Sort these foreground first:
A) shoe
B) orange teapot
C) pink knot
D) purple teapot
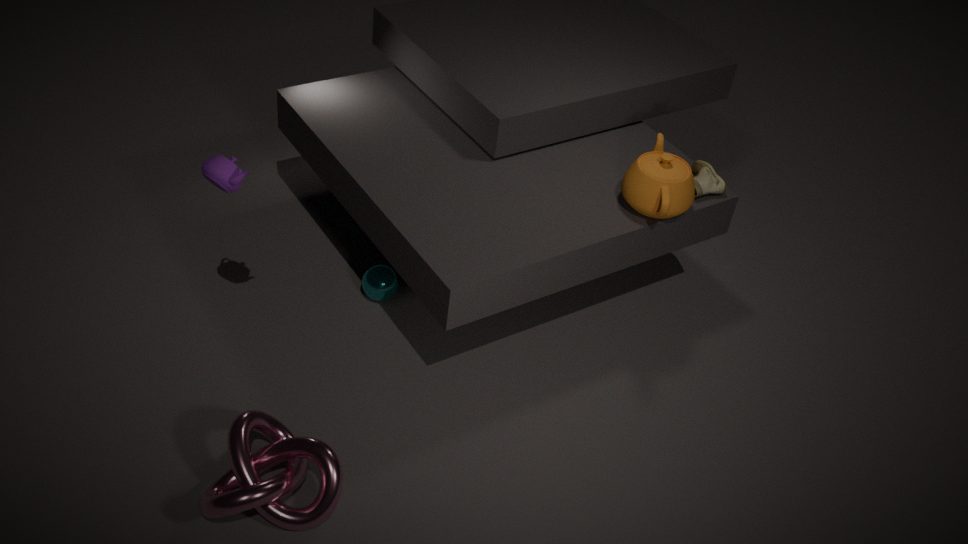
pink knot < purple teapot < orange teapot < shoe
